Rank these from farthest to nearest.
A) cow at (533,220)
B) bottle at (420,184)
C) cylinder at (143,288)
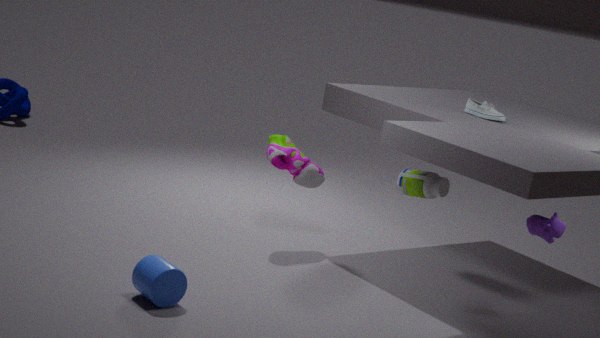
1. bottle at (420,184)
2. cow at (533,220)
3. cylinder at (143,288)
